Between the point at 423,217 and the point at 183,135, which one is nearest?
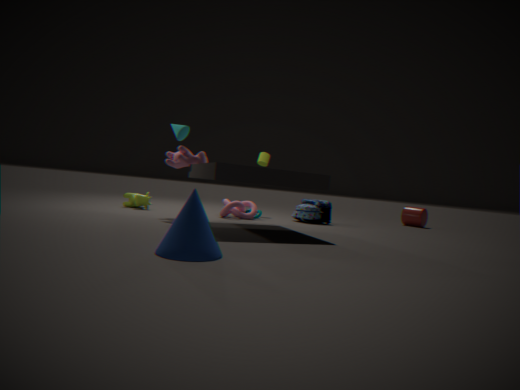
the point at 183,135
